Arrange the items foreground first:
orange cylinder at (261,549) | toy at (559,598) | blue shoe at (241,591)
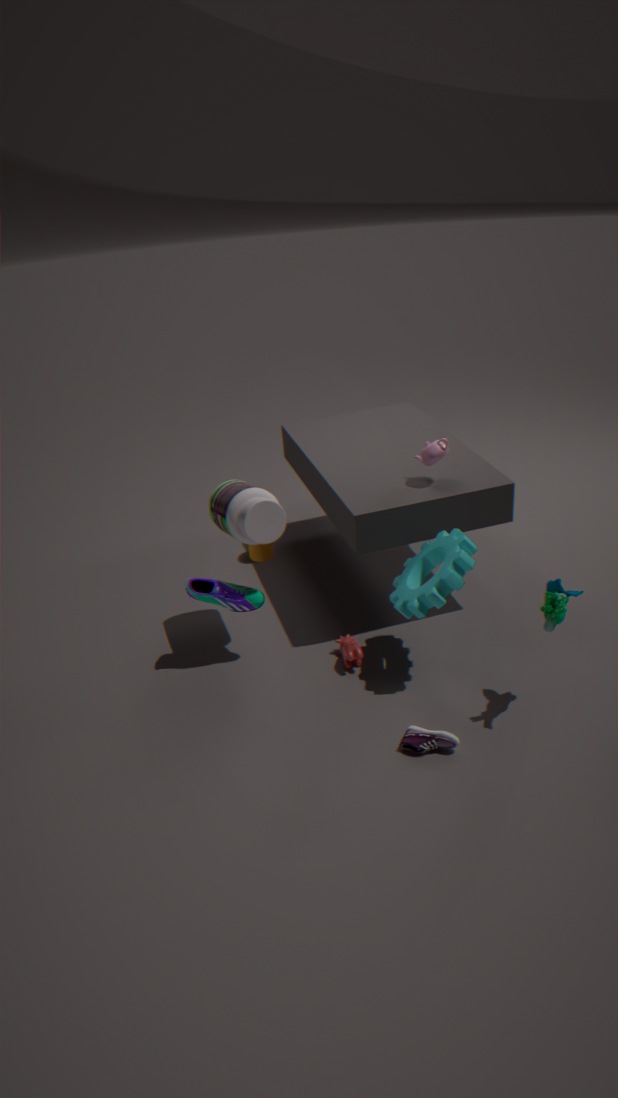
1. toy at (559,598)
2. blue shoe at (241,591)
3. orange cylinder at (261,549)
